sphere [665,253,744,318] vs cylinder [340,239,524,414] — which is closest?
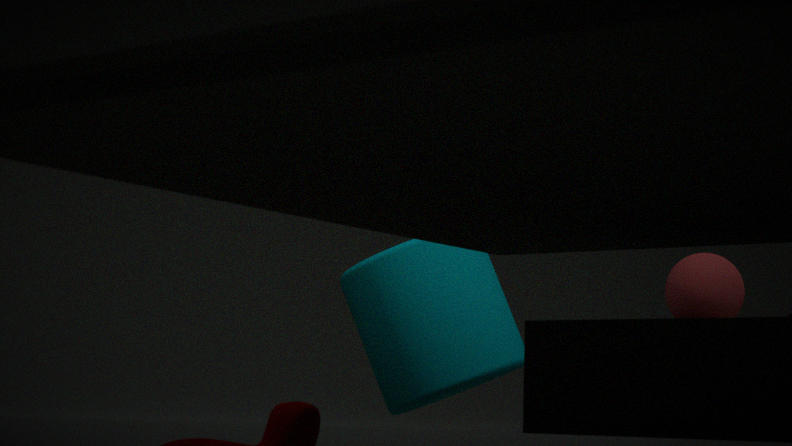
sphere [665,253,744,318]
